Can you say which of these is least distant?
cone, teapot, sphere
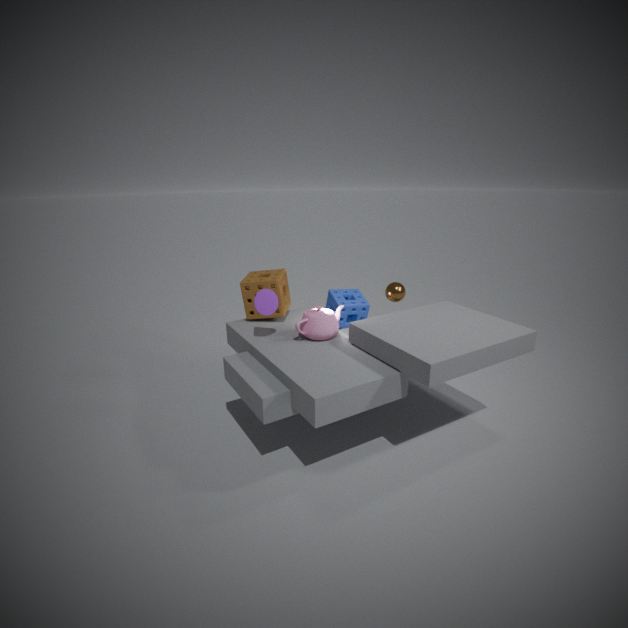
cone
